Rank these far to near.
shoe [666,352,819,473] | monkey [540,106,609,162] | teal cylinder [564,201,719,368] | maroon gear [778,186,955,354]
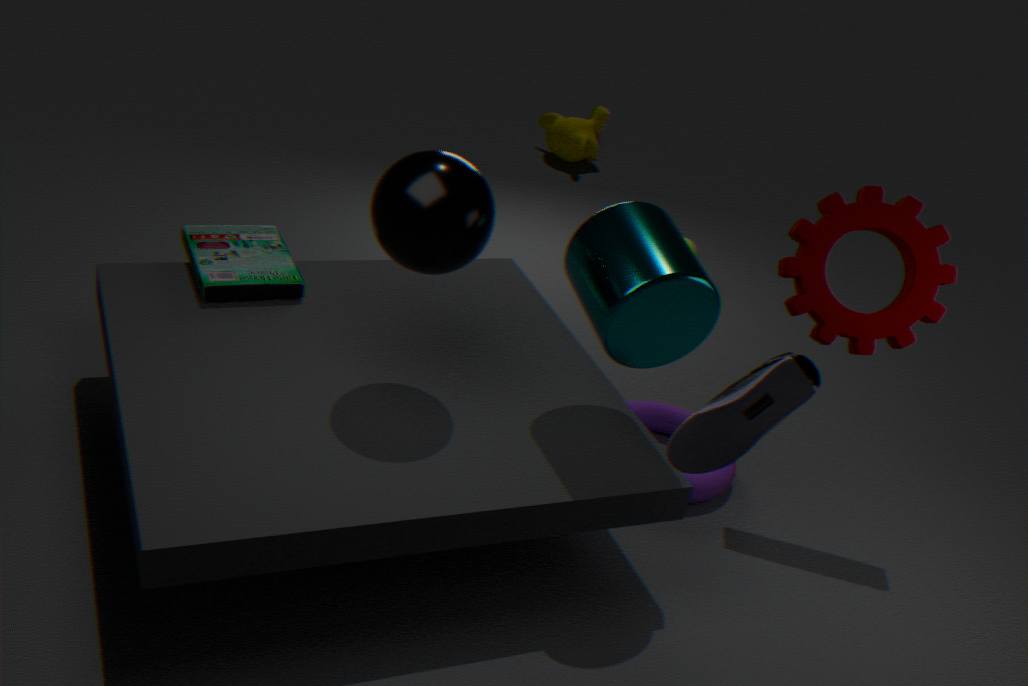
monkey [540,106,609,162]
maroon gear [778,186,955,354]
teal cylinder [564,201,719,368]
shoe [666,352,819,473]
